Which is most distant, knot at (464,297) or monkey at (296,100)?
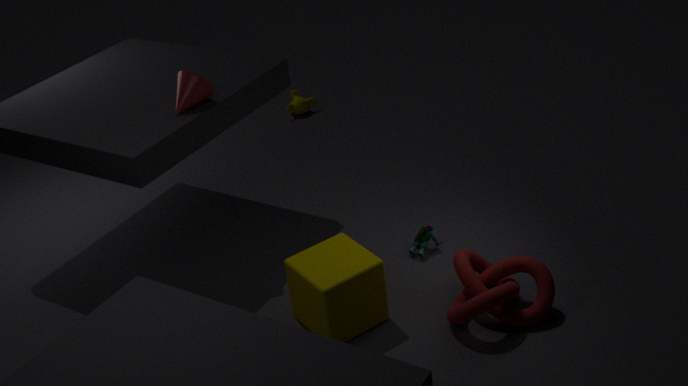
monkey at (296,100)
